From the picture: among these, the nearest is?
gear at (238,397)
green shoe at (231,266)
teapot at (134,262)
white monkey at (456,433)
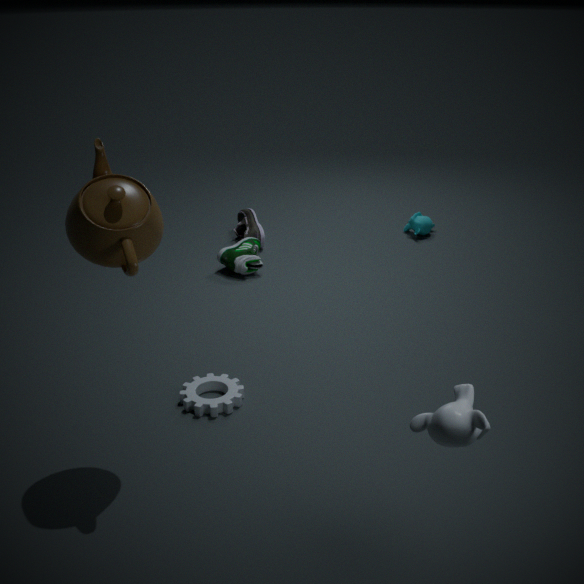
white monkey at (456,433)
